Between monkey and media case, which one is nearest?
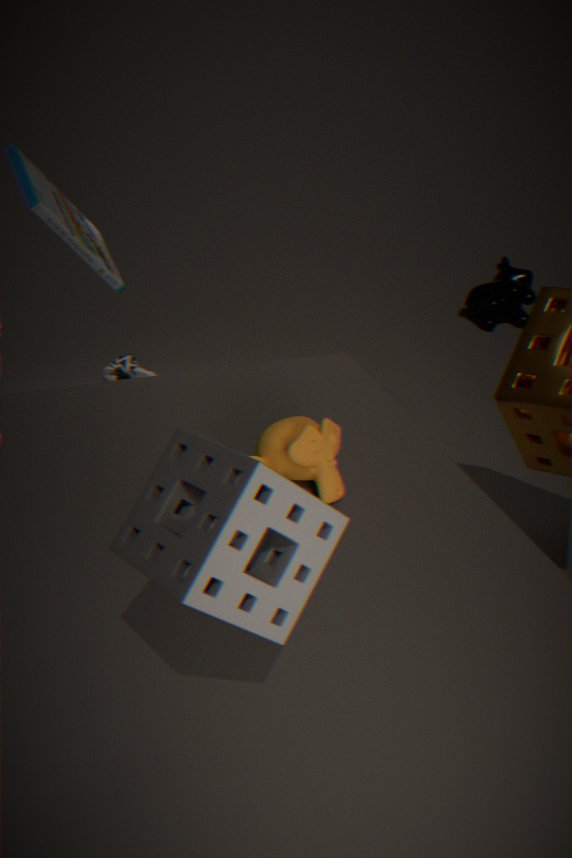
monkey
